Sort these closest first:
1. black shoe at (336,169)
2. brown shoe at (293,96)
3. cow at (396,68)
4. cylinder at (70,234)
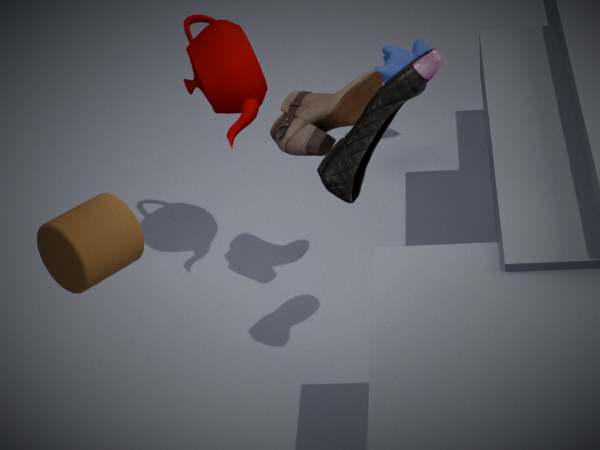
1. cylinder at (70,234)
2. black shoe at (336,169)
3. brown shoe at (293,96)
4. cow at (396,68)
